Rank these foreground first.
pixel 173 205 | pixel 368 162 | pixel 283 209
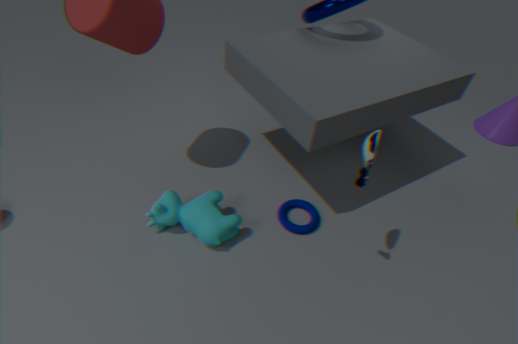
pixel 368 162 < pixel 173 205 < pixel 283 209
